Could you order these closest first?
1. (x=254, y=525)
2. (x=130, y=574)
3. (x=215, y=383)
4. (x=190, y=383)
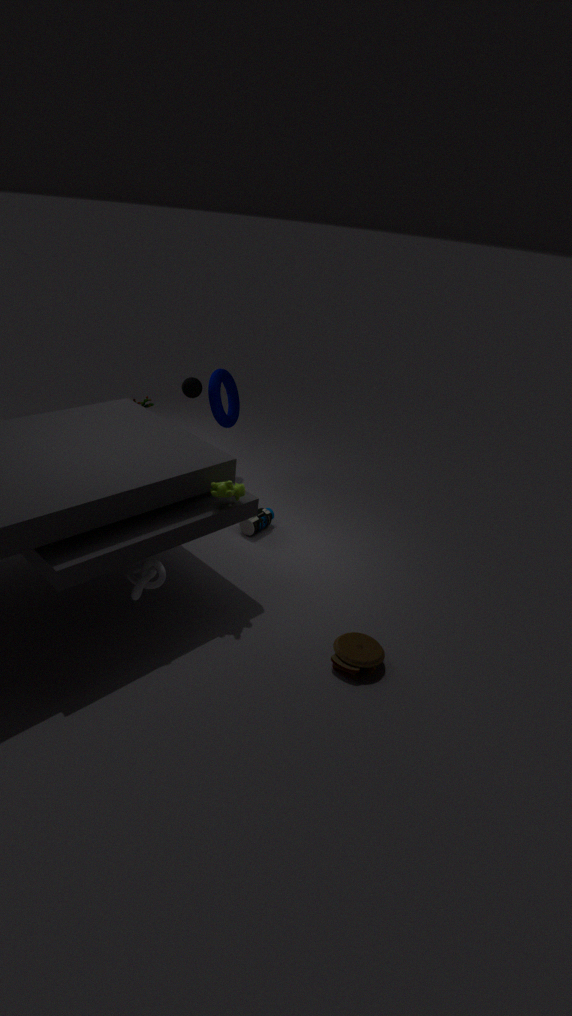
(x=130, y=574) < (x=254, y=525) < (x=190, y=383) < (x=215, y=383)
